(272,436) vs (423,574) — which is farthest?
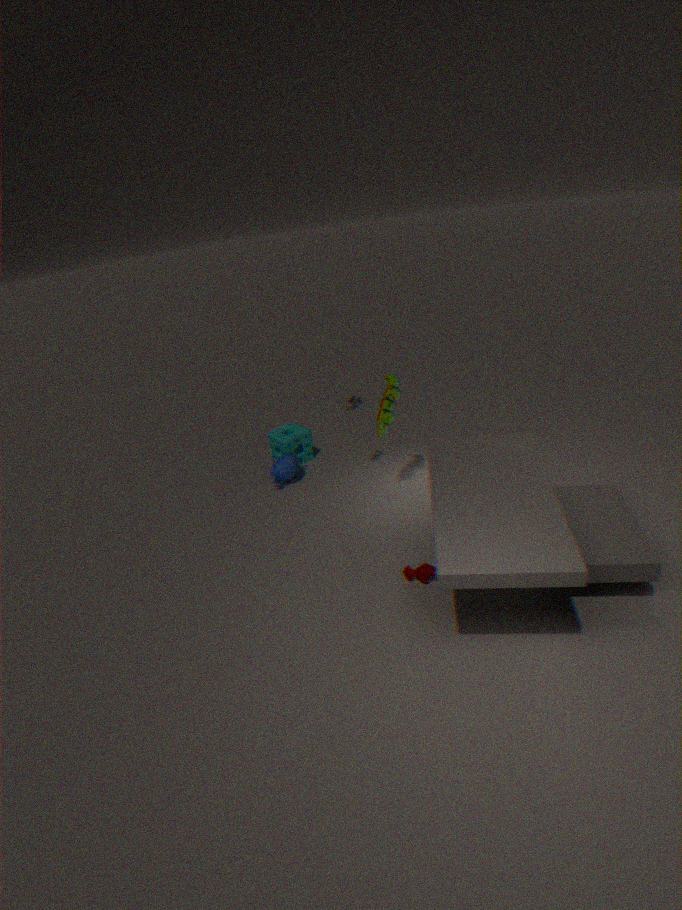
(272,436)
